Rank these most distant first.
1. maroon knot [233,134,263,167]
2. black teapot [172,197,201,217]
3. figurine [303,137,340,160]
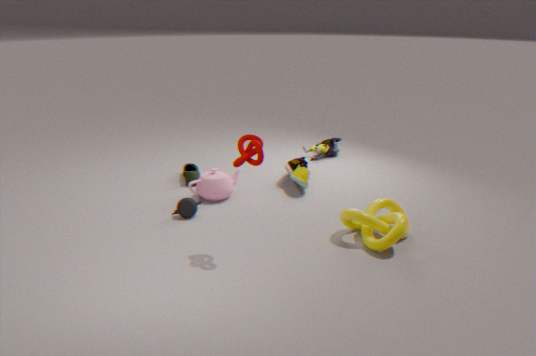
1. figurine [303,137,340,160]
2. black teapot [172,197,201,217]
3. maroon knot [233,134,263,167]
